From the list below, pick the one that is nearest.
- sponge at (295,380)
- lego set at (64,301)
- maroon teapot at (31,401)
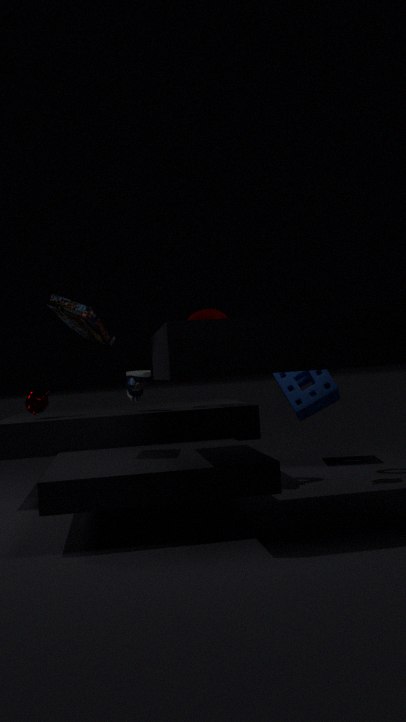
lego set at (64,301)
